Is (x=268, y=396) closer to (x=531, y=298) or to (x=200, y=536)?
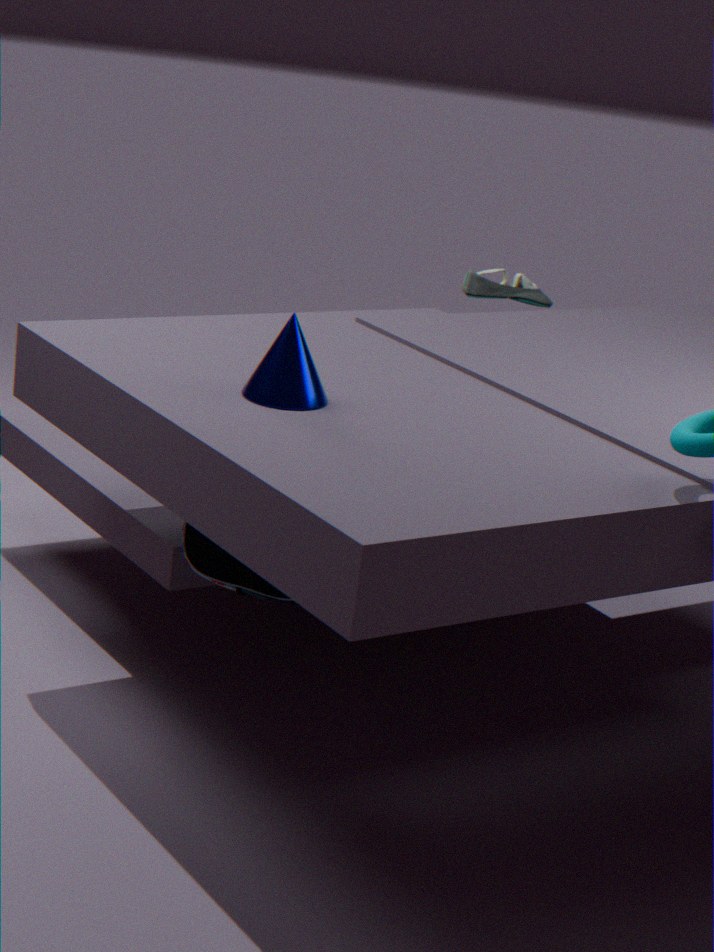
(x=200, y=536)
